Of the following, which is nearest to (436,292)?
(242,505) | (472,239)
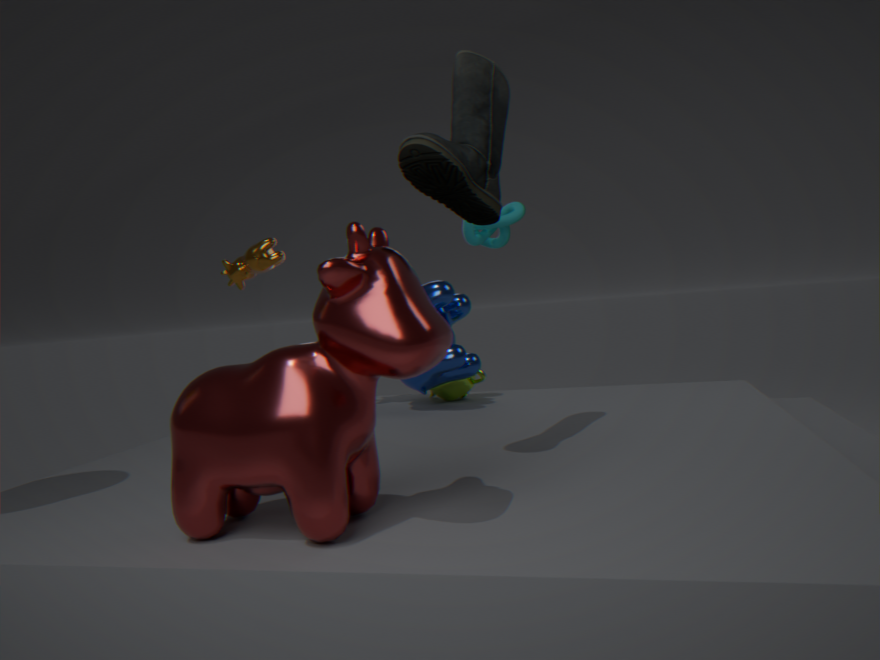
(472,239)
